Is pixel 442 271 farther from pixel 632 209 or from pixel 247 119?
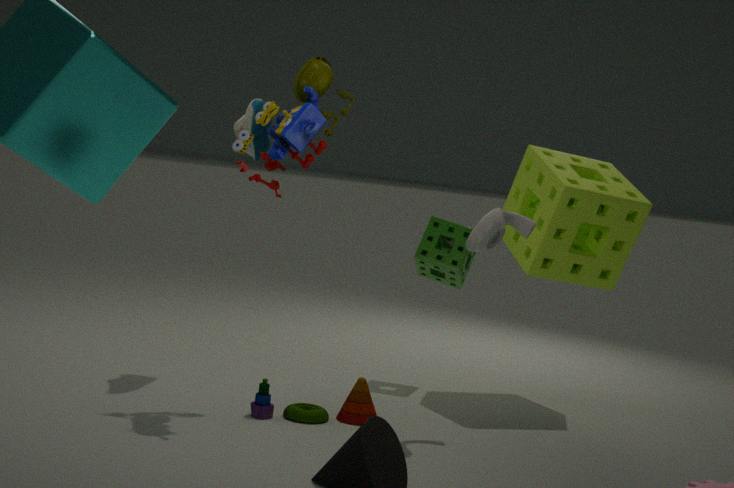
pixel 247 119
